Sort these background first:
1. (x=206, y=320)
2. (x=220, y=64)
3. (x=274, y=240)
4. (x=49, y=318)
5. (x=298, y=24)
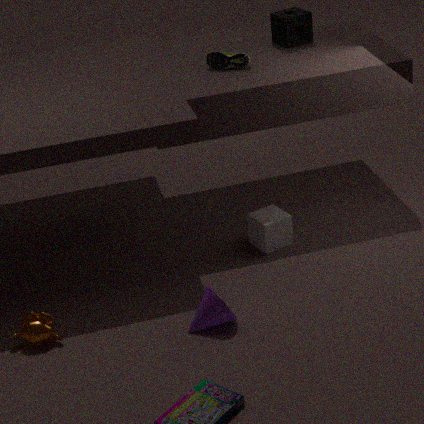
(x=298, y=24), (x=220, y=64), (x=274, y=240), (x=49, y=318), (x=206, y=320)
